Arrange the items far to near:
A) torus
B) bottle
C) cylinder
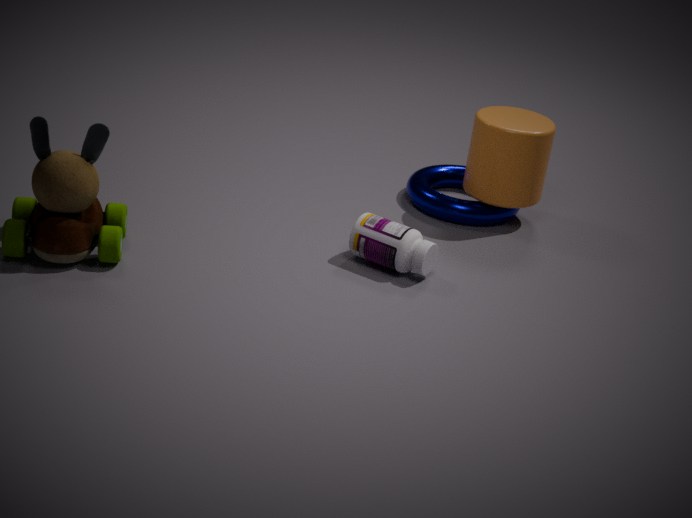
torus → cylinder → bottle
